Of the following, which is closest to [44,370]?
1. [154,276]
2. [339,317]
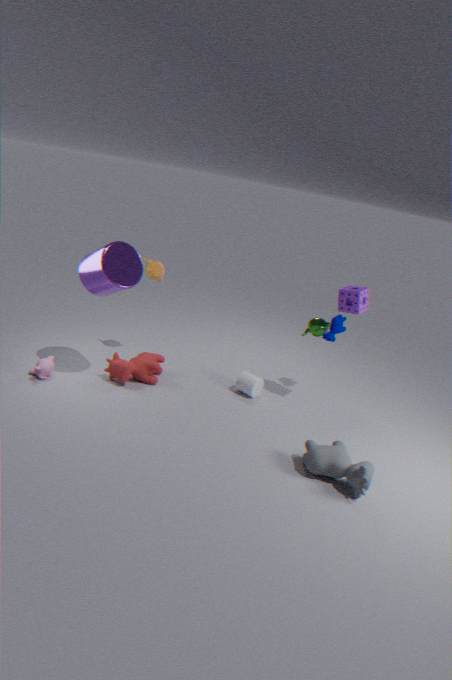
[154,276]
